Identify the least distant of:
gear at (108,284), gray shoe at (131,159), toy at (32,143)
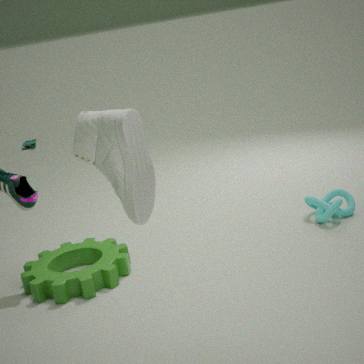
gray shoe at (131,159)
